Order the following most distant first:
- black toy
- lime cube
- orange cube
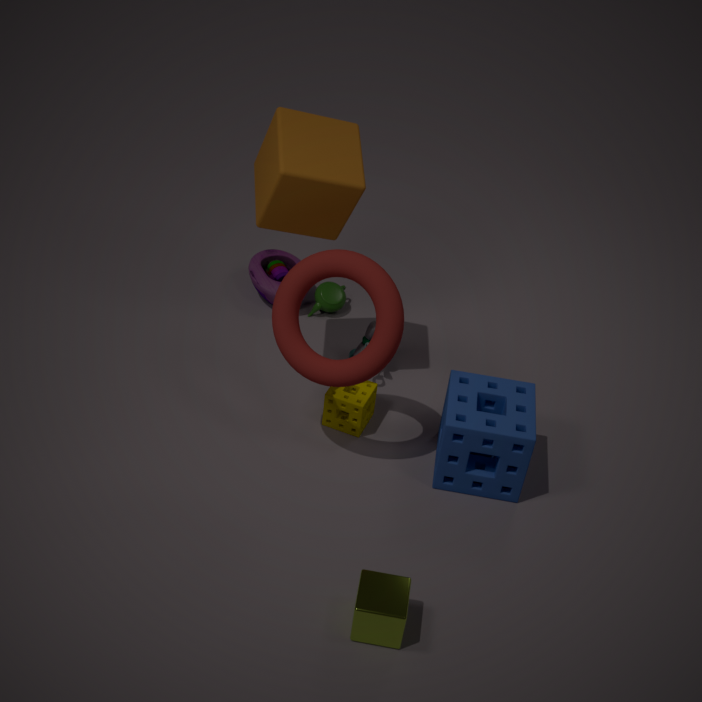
black toy → orange cube → lime cube
